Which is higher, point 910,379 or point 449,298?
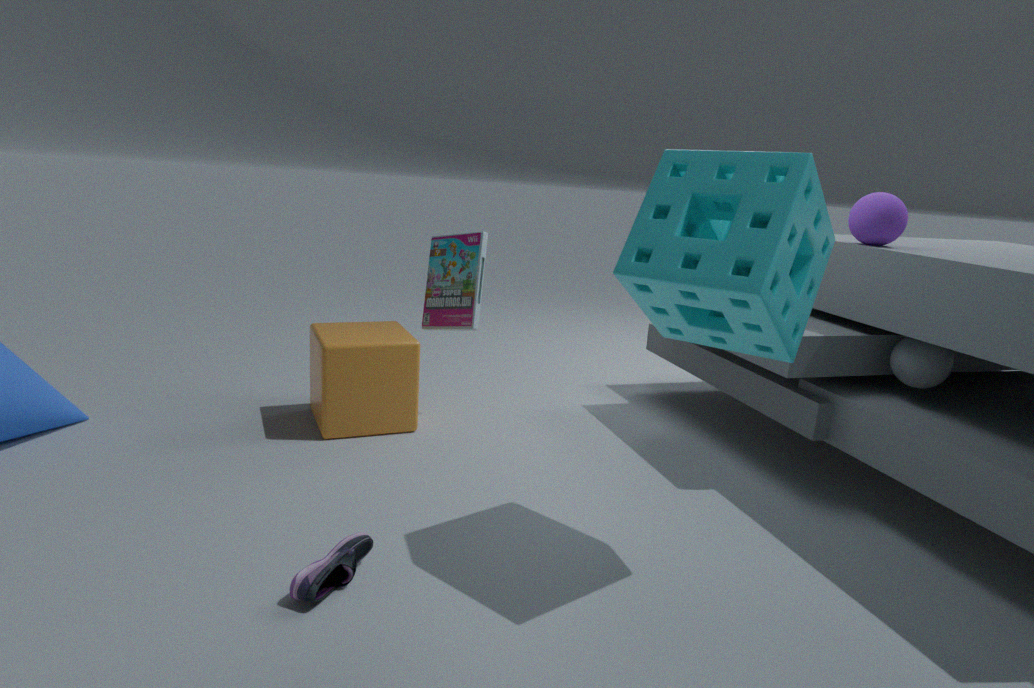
point 449,298
